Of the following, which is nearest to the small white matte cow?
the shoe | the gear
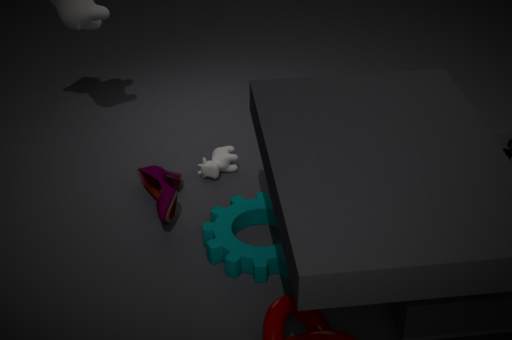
the shoe
